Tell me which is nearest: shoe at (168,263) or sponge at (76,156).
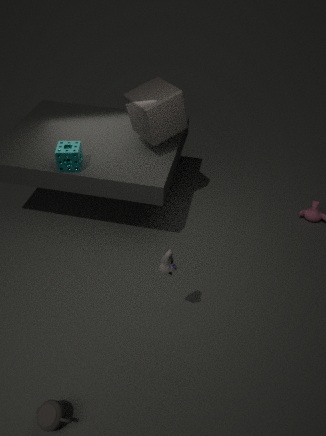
shoe at (168,263)
